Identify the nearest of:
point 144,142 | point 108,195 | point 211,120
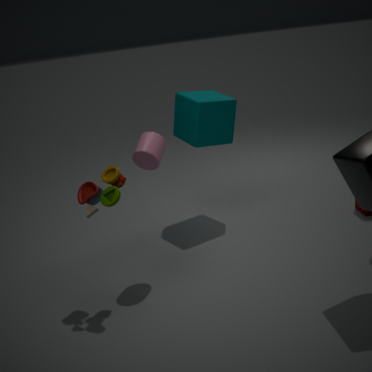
point 108,195
